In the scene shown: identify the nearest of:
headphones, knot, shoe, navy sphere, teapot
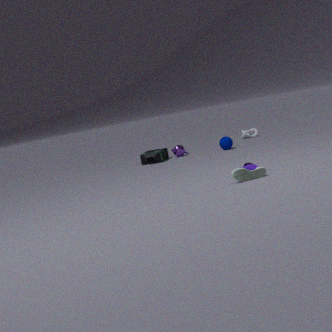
shoe
